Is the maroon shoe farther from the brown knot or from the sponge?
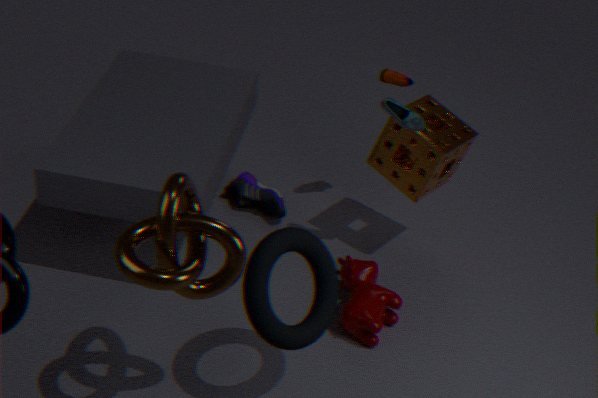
the brown knot
